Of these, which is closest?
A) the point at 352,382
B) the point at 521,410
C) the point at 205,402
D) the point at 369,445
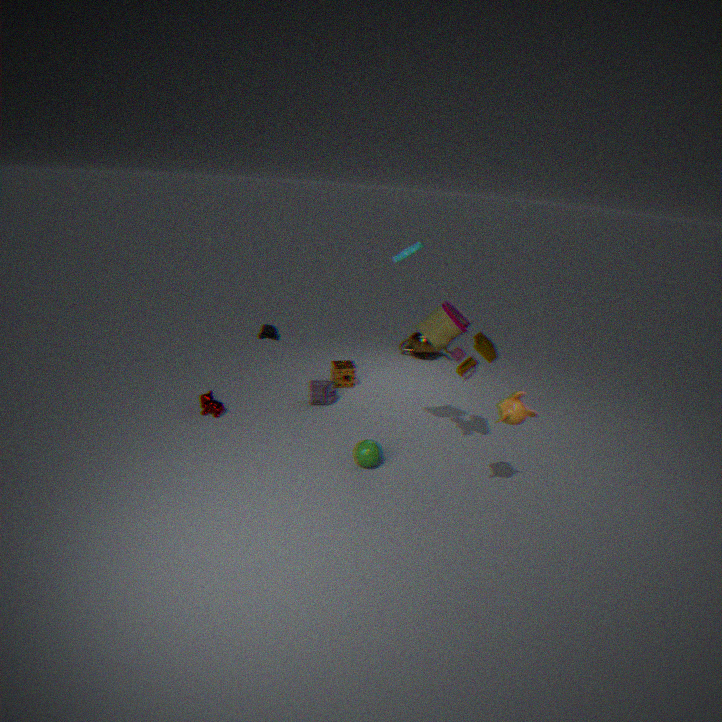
the point at 521,410
